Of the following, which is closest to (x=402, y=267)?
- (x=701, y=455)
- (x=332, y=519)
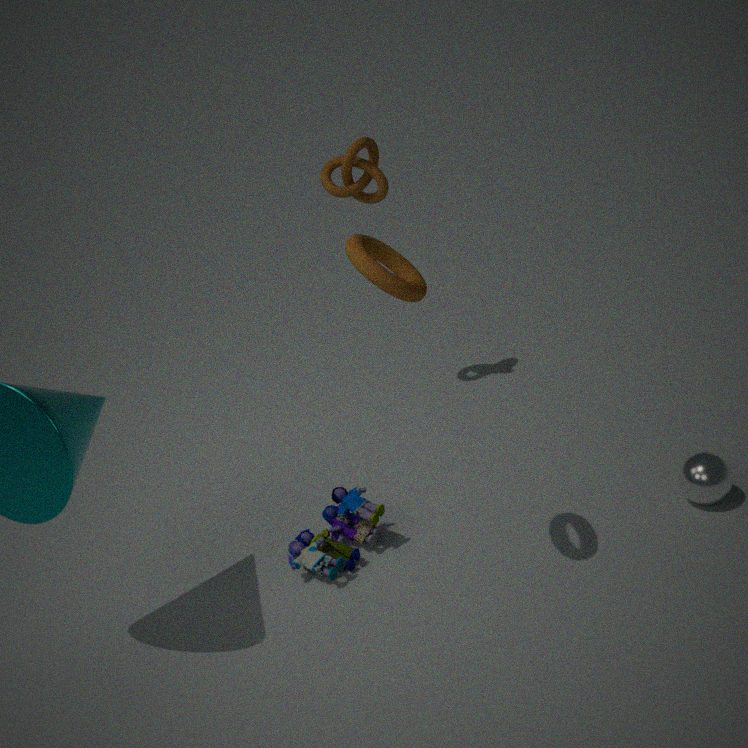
(x=332, y=519)
